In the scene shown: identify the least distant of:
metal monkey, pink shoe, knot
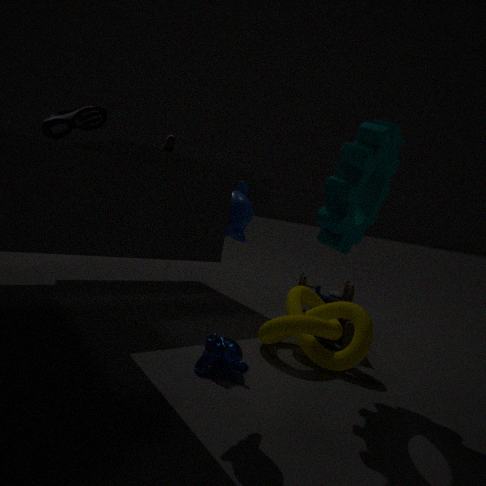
metal monkey
